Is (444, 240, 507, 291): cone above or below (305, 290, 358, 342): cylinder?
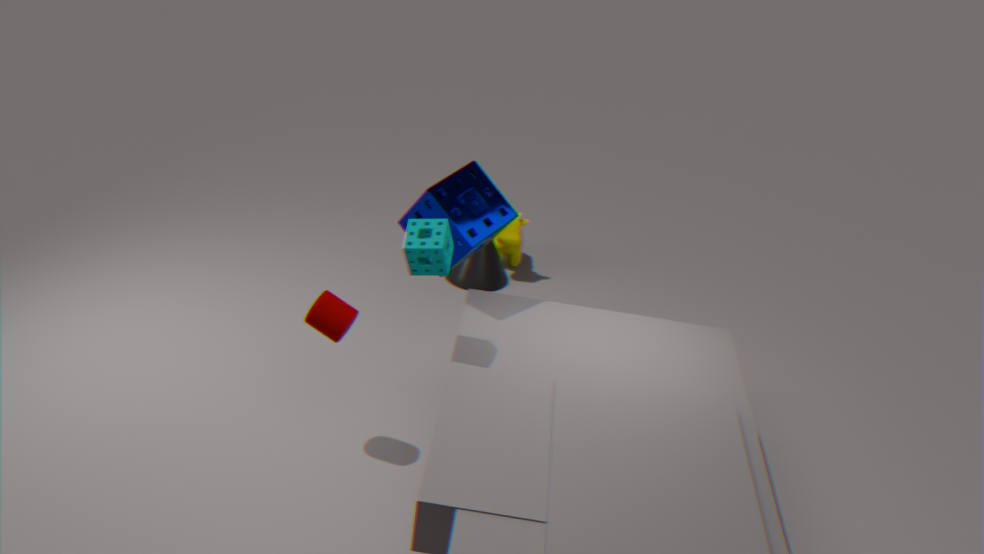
below
